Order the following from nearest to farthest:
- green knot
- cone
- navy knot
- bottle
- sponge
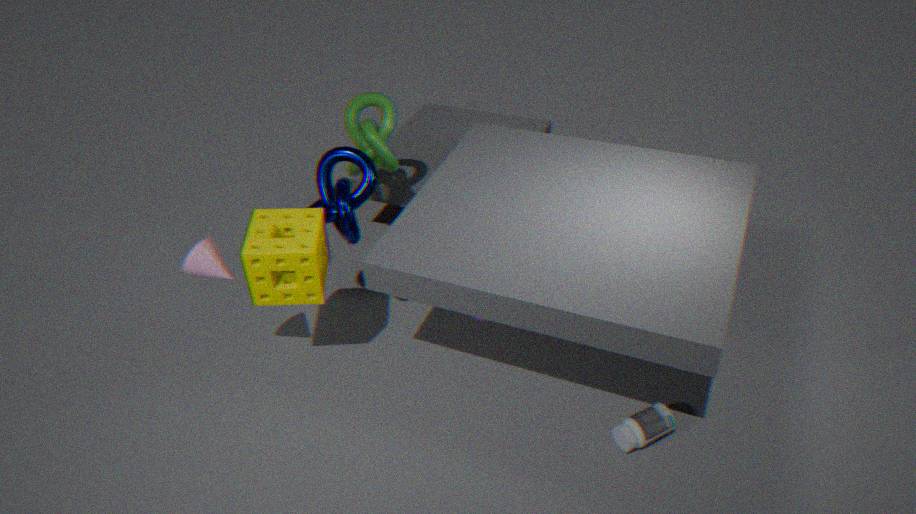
1. cone
2. bottle
3. sponge
4. navy knot
5. green knot
